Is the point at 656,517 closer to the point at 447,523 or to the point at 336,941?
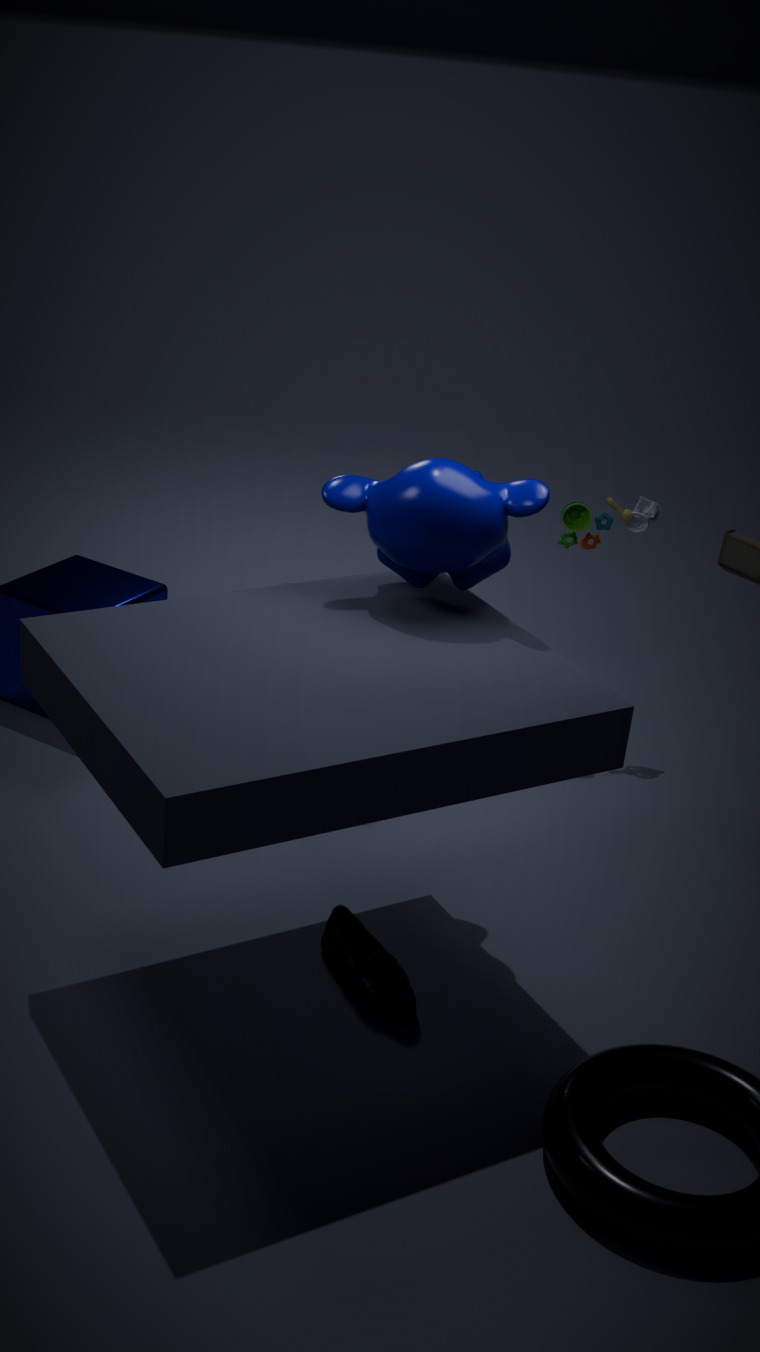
the point at 447,523
